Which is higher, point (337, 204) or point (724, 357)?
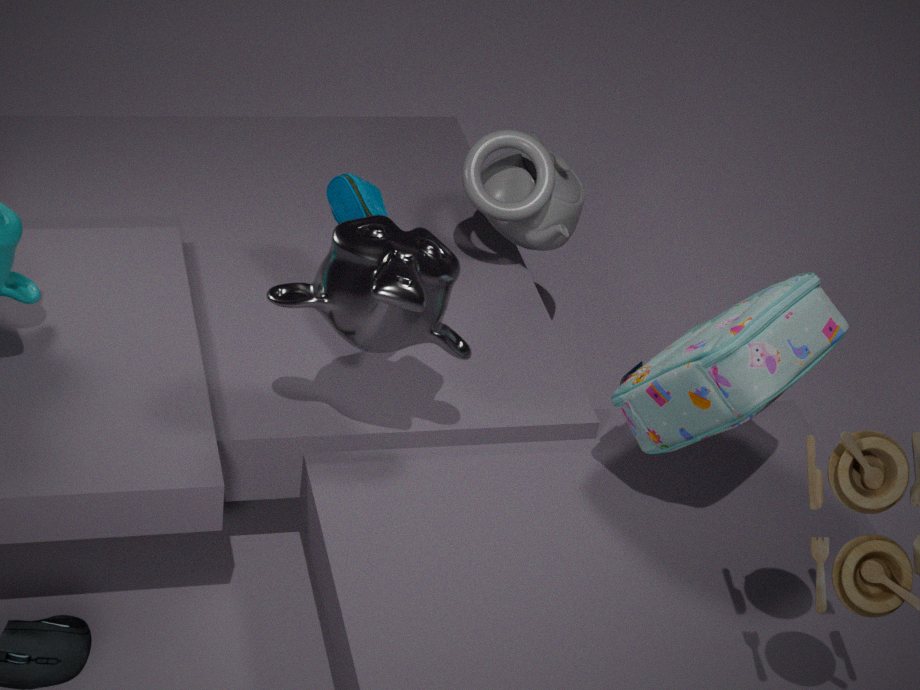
point (724, 357)
